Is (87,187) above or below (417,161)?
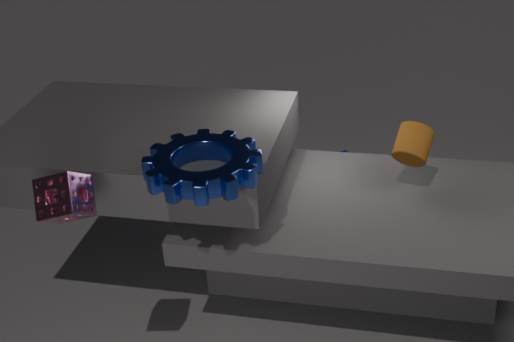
above
